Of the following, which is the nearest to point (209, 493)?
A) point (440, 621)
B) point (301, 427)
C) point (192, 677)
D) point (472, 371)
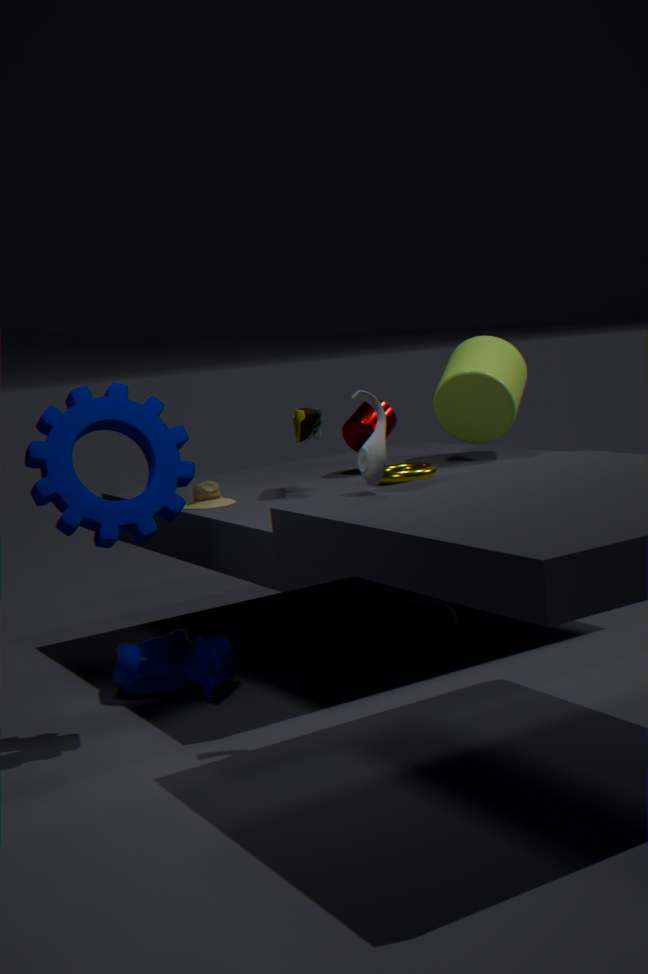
point (301, 427)
